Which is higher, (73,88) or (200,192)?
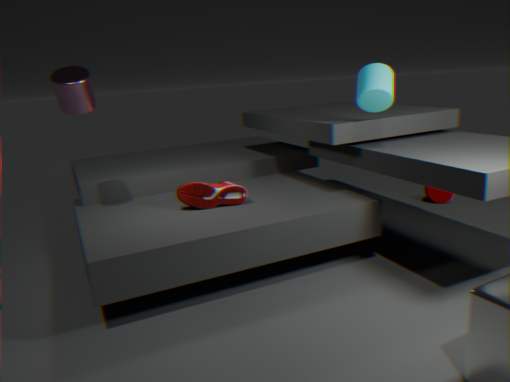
(73,88)
